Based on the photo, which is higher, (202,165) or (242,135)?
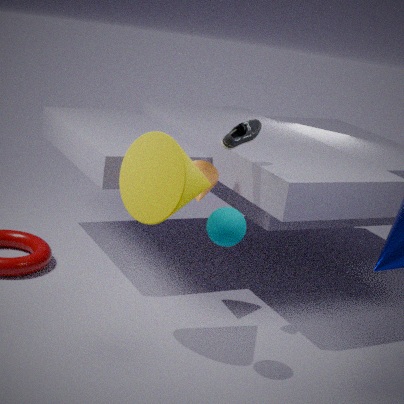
(242,135)
